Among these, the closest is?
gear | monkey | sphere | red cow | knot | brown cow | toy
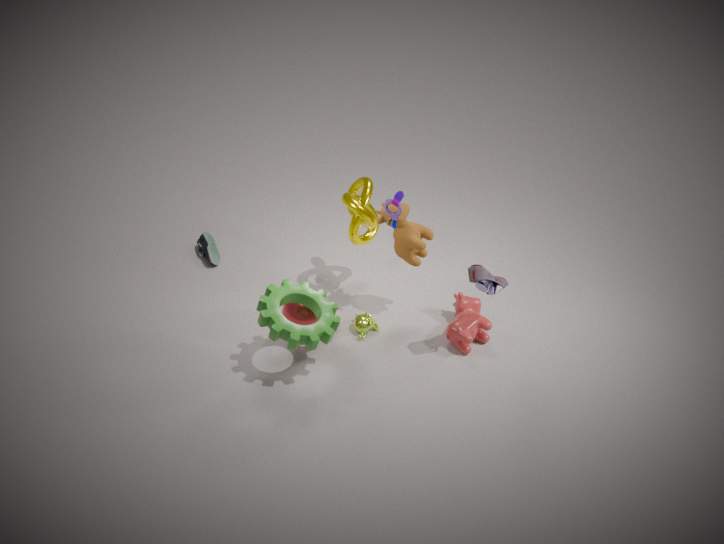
gear
